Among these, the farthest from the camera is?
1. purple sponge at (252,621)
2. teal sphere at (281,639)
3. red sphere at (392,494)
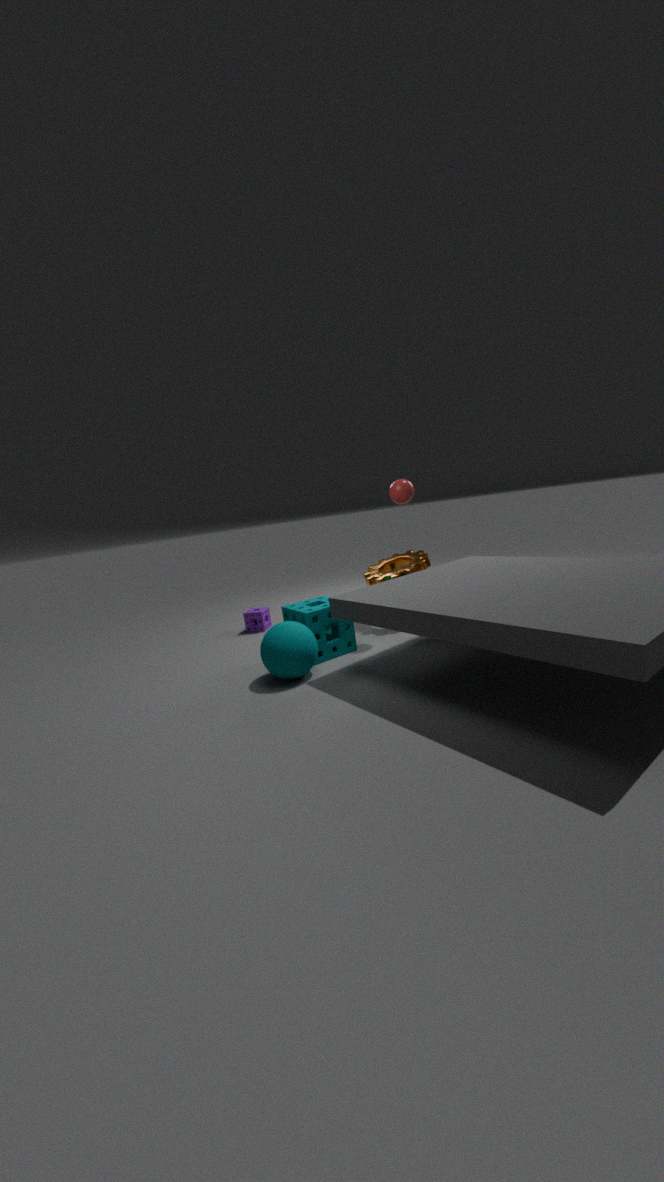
purple sponge at (252,621)
